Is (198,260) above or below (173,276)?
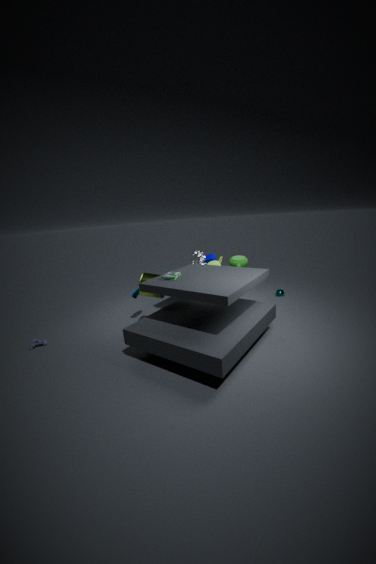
below
